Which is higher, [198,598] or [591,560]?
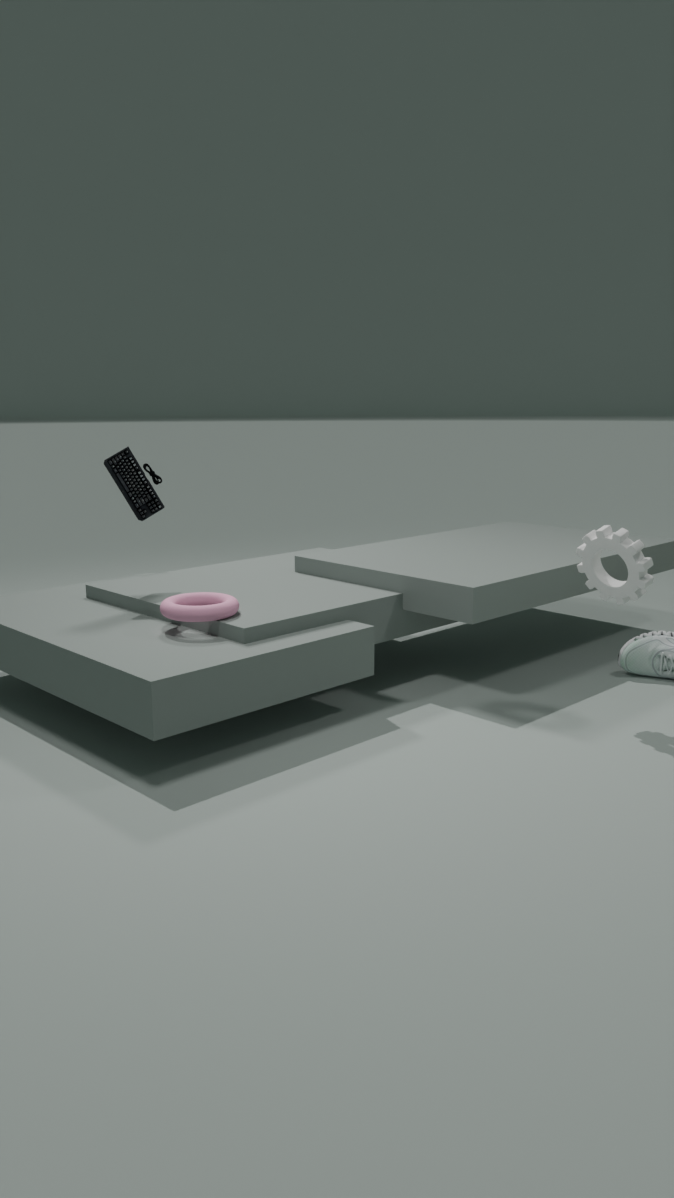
[591,560]
